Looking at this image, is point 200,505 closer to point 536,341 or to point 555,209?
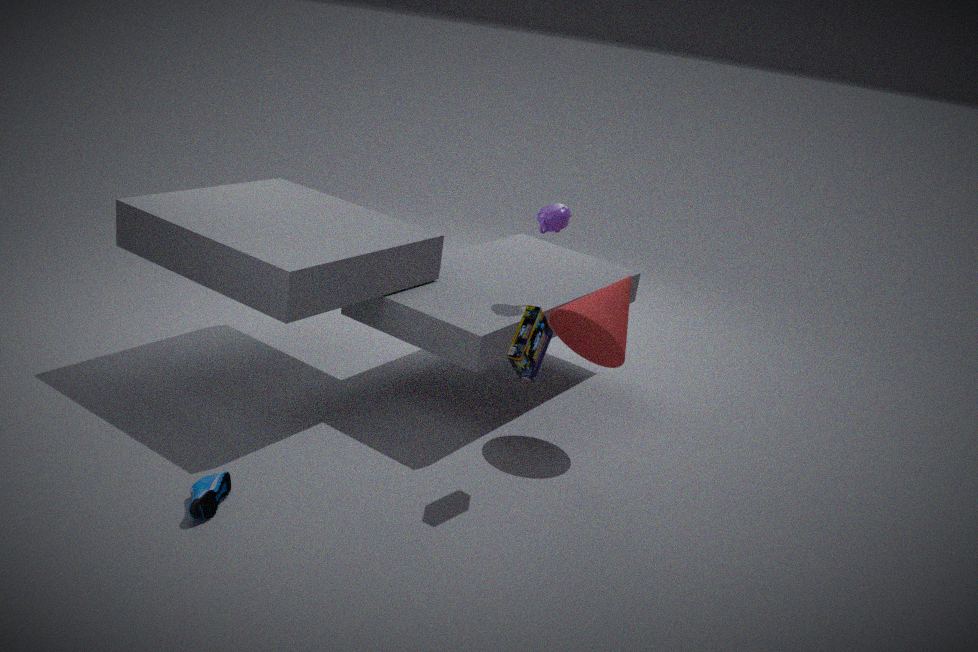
point 536,341
